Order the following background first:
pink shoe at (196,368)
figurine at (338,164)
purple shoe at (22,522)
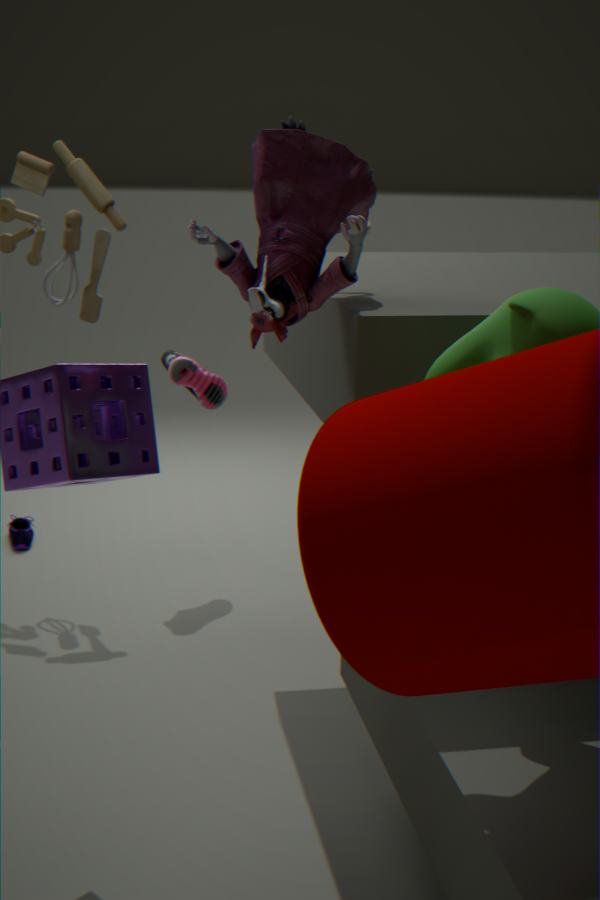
purple shoe at (22,522), pink shoe at (196,368), figurine at (338,164)
